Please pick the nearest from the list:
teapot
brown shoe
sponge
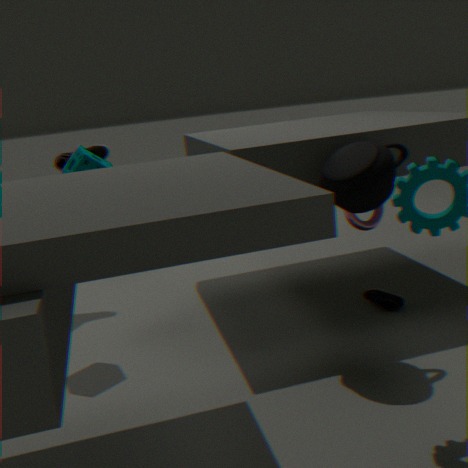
teapot
